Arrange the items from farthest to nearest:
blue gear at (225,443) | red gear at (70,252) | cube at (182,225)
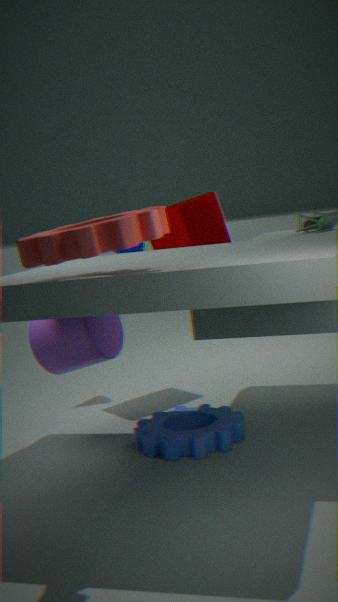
cube at (182,225)
blue gear at (225,443)
red gear at (70,252)
